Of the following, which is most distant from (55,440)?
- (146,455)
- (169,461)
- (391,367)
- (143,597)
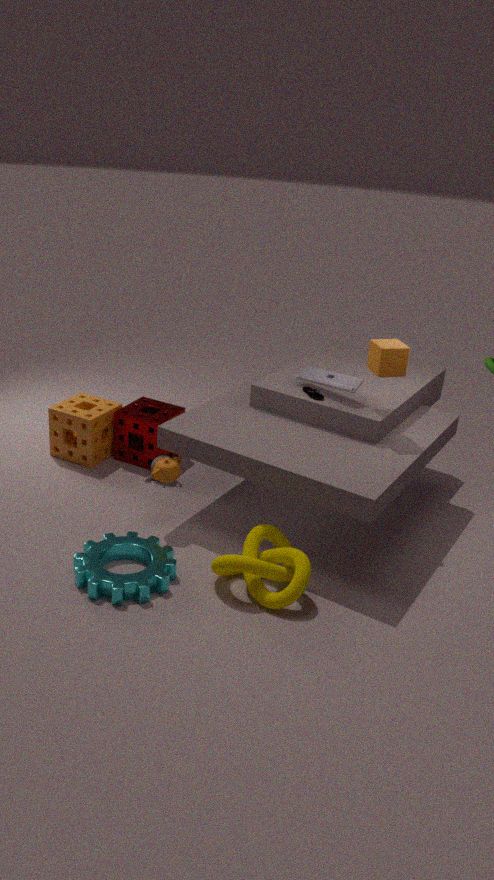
(391,367)
